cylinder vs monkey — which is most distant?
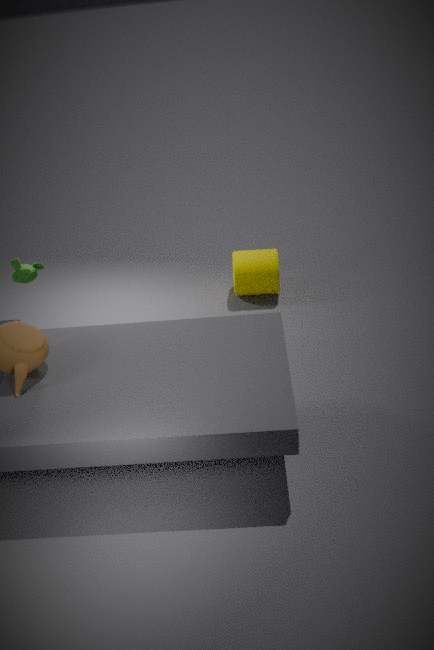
cylinder
